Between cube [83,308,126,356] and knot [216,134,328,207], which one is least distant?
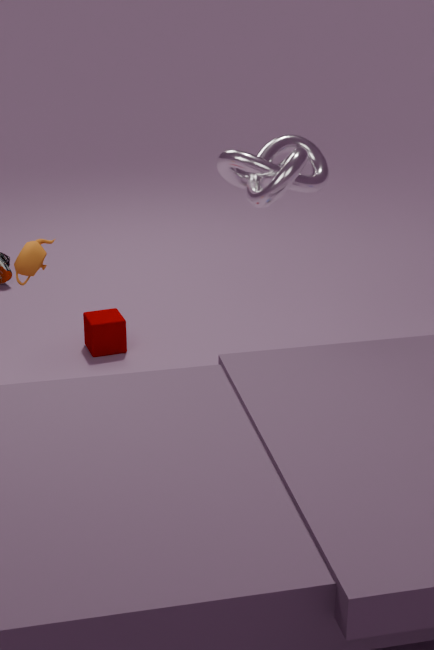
knot [216,134,328,207]
